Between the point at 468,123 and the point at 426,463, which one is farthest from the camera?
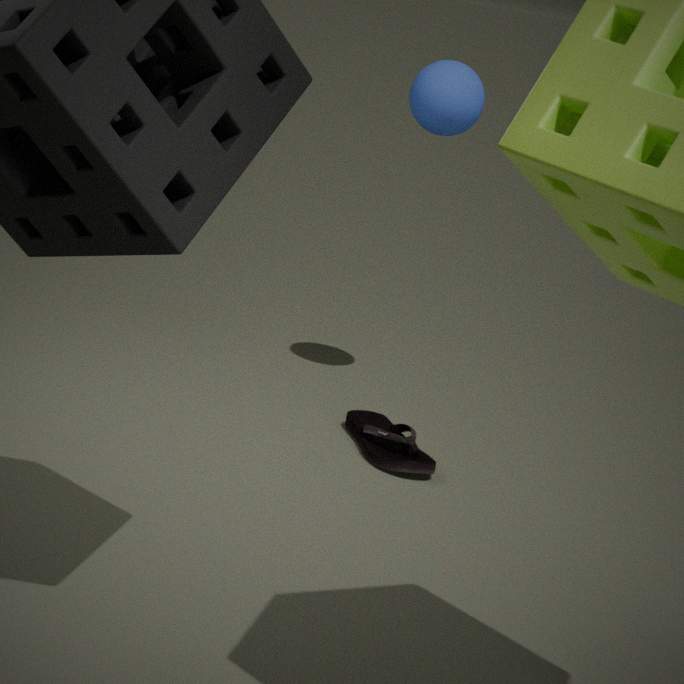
the point at 468,123
